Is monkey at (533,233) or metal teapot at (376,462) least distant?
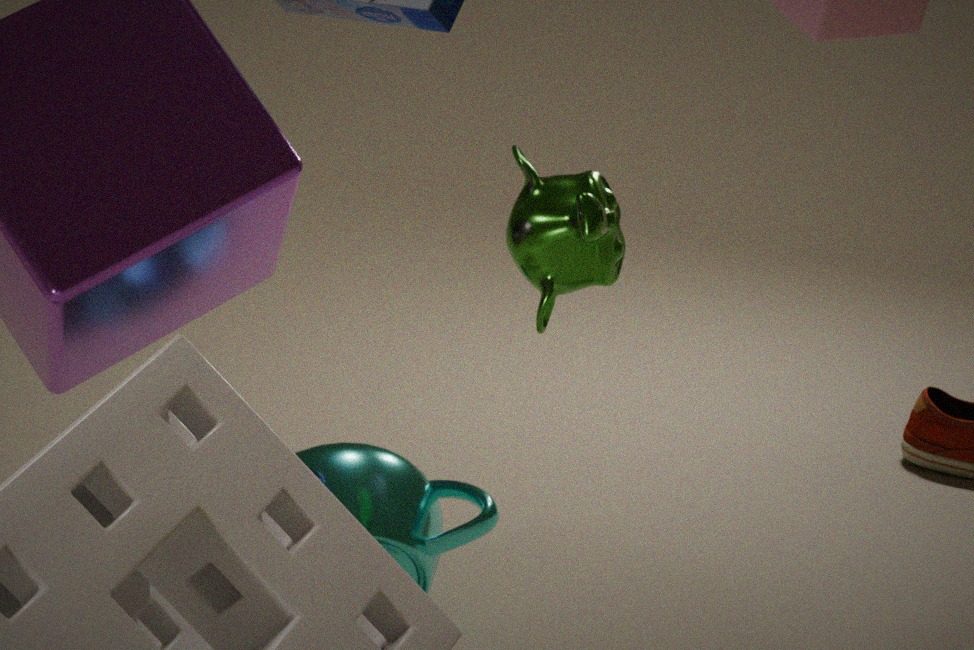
monkey at (533,233)
